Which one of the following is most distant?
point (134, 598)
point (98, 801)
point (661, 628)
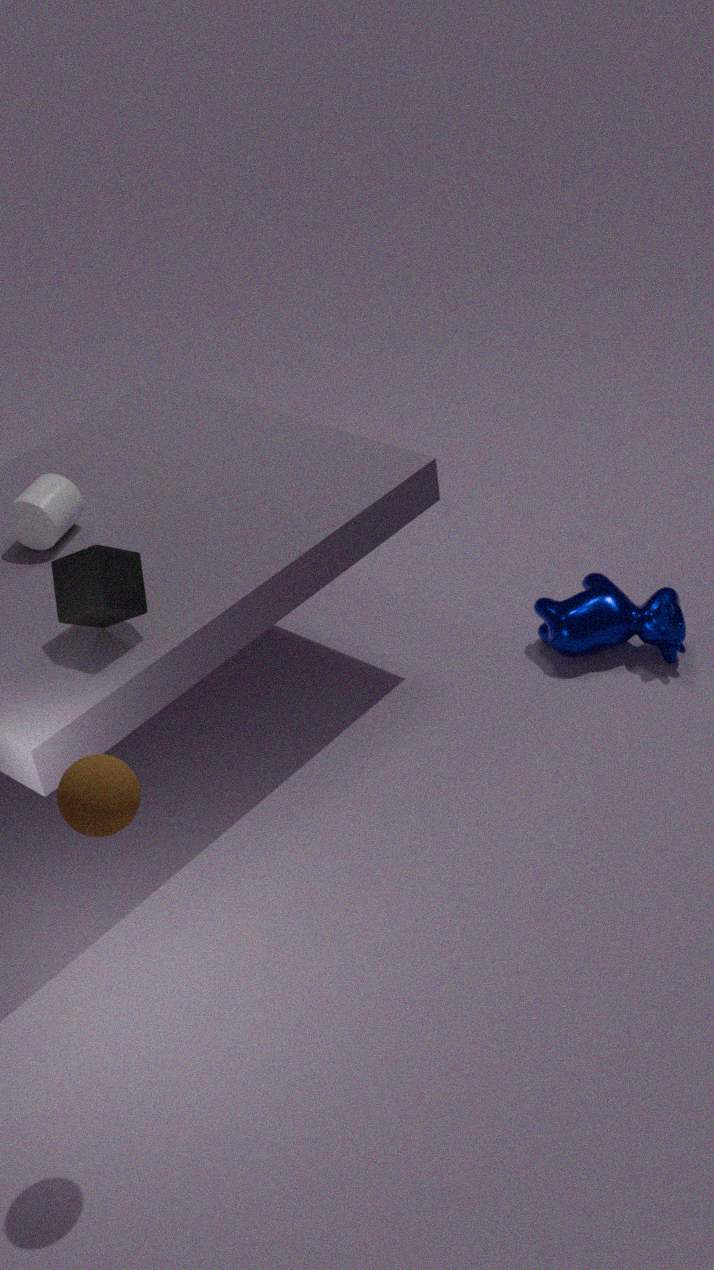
point (661, 628)
